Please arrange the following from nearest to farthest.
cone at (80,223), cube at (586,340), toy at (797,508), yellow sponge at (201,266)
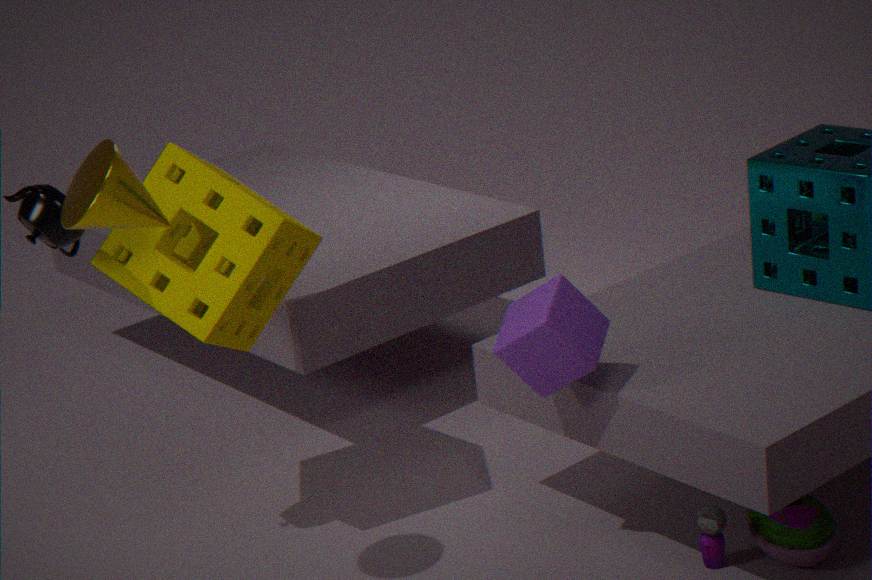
cone at (80,223) < cube at (586,340) < toy at (797,508) < yellow sponge at (201,266)
